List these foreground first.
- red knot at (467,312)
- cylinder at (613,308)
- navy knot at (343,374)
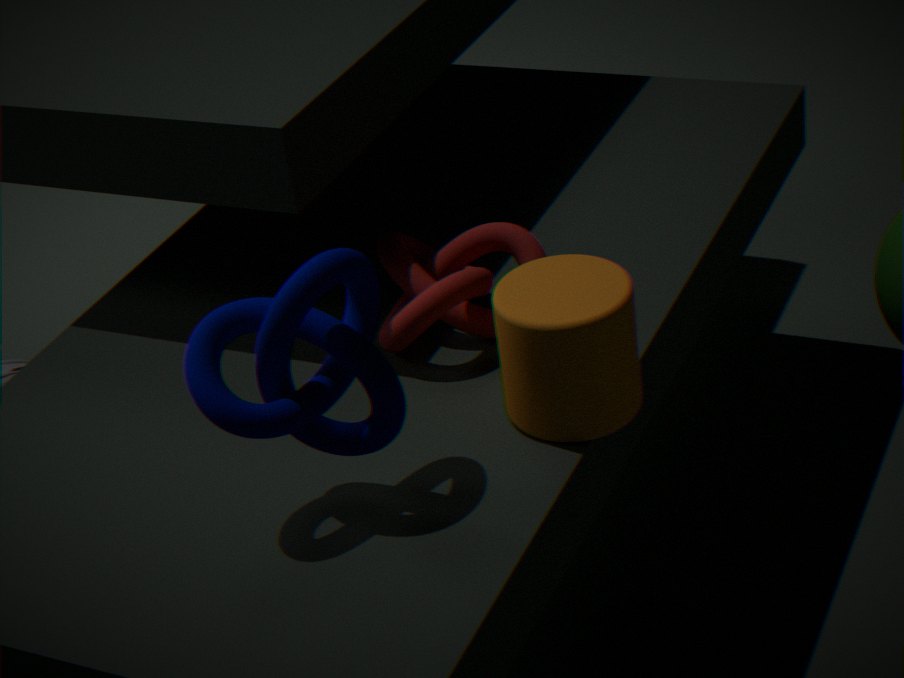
1. navy knot at (343,374)
2. cylinder at (613,308)
3. red knot at (467,312)
